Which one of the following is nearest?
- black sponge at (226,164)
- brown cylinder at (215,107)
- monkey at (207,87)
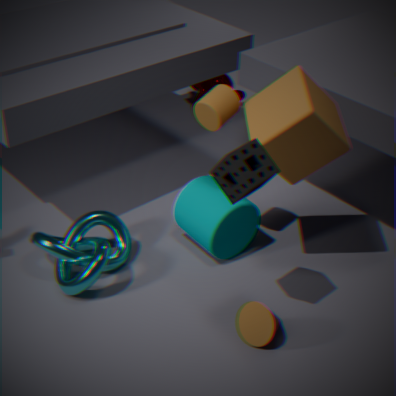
black sponge at (226,164)
